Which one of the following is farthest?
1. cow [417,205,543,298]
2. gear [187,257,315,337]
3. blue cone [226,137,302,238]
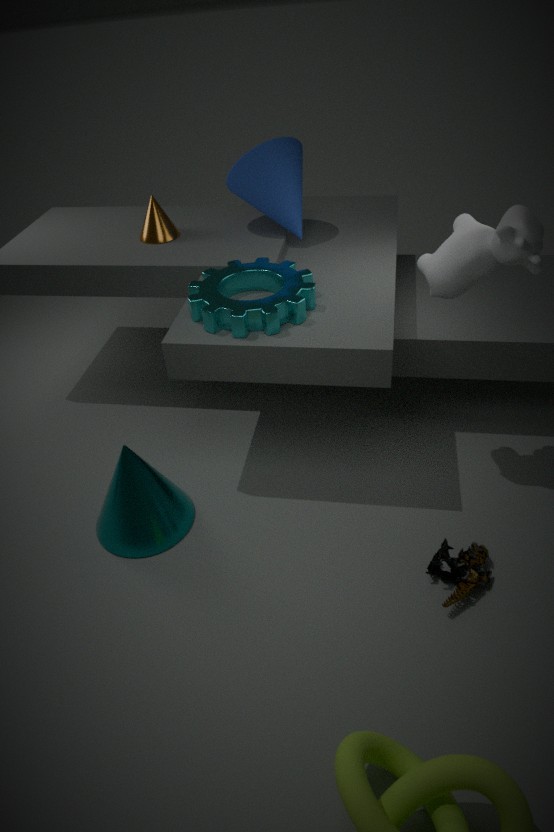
blue cone [226,137,302,238]
